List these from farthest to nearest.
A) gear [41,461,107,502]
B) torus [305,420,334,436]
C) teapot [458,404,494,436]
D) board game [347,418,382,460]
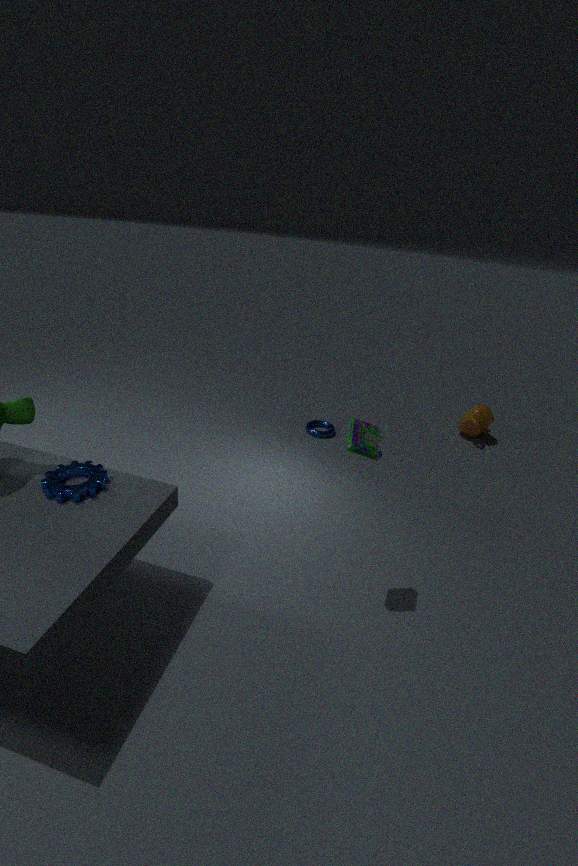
teapot [458,404,494,436] → torus [305,420,334,436] → board game [347,418,382,460] → gear [41,461,107,502]
